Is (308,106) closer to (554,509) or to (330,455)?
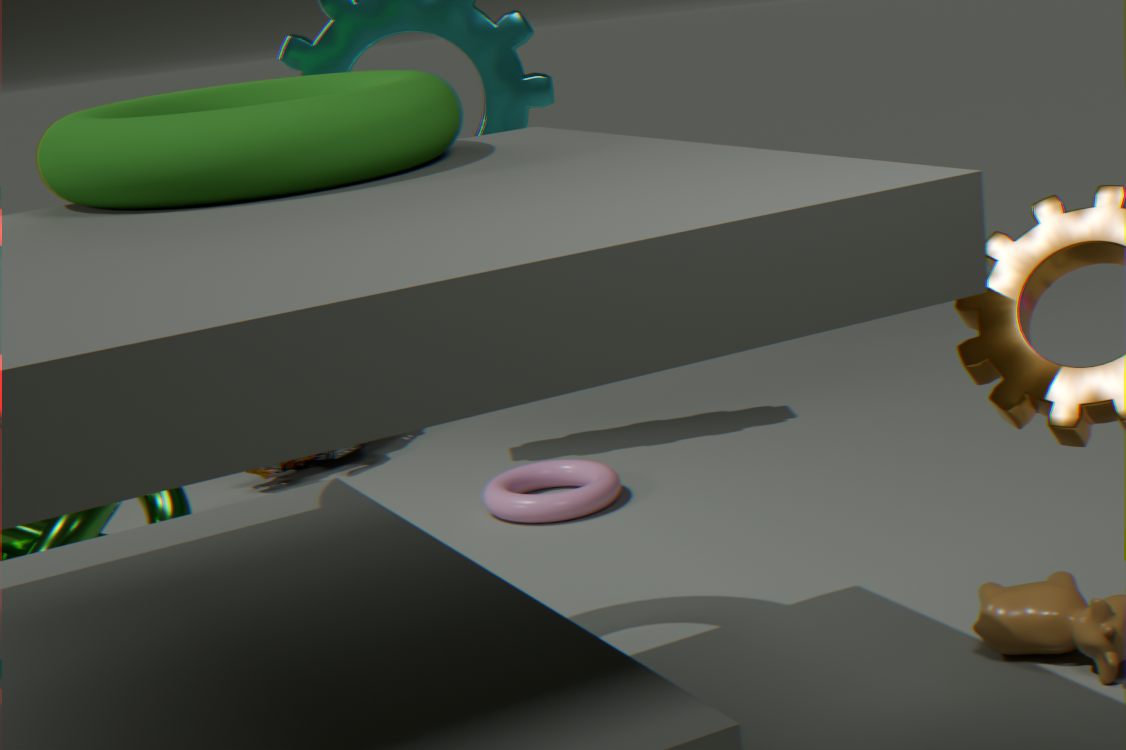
(554,509)
